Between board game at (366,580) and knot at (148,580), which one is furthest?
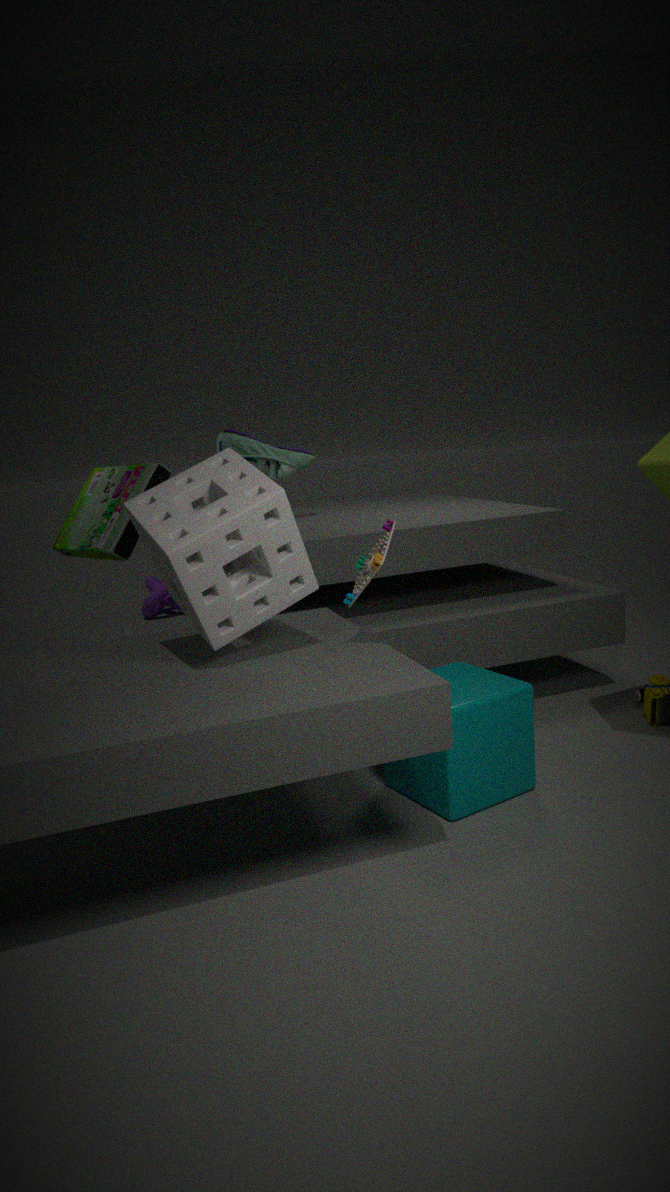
knot at (148,580)
